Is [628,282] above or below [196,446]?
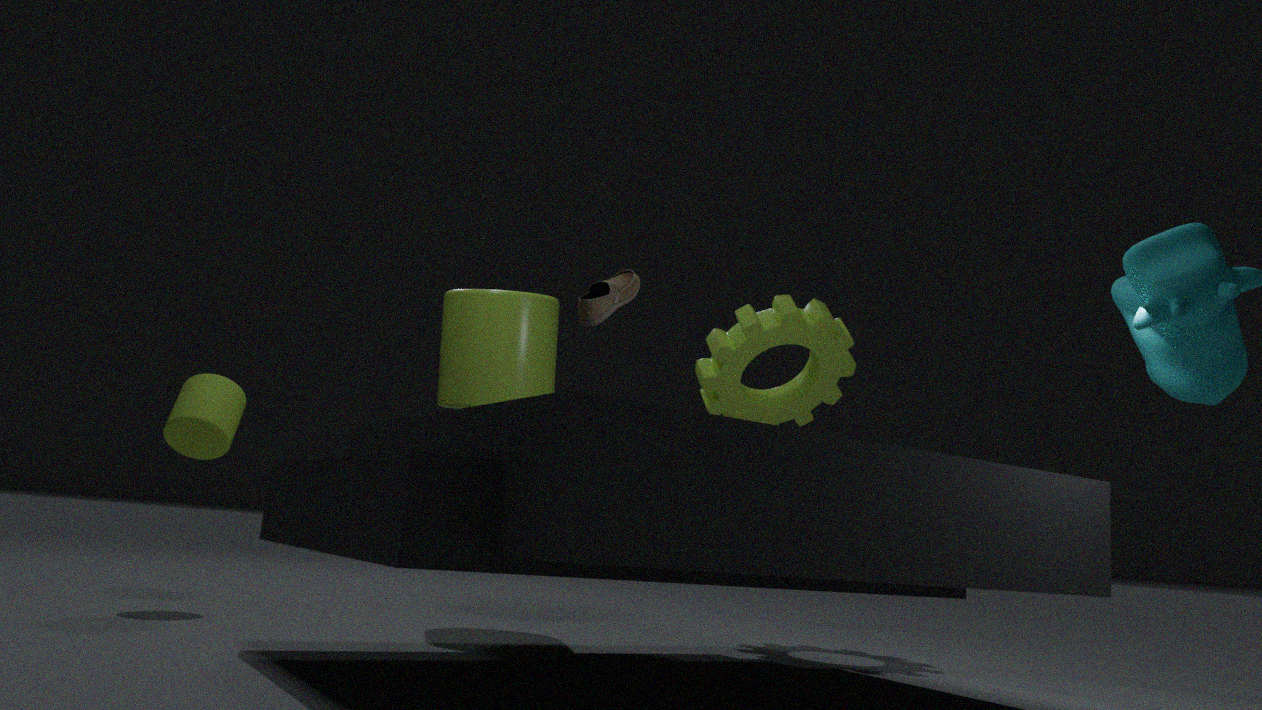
above
